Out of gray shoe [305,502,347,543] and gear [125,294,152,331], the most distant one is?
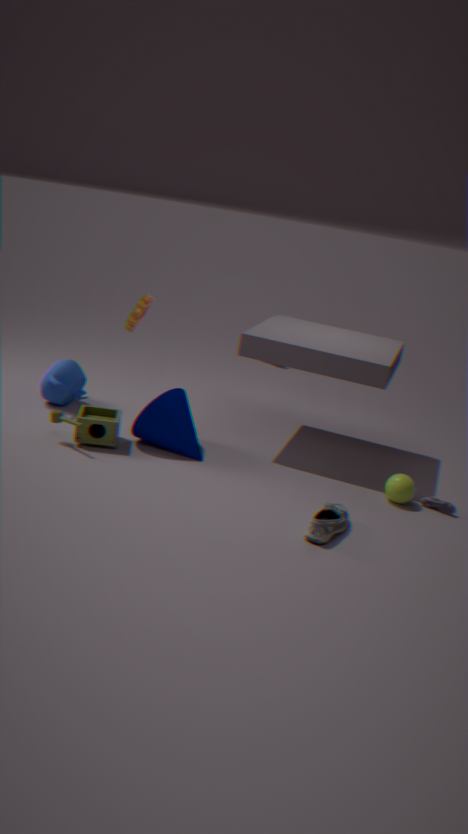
gear [125,294,152,331]
